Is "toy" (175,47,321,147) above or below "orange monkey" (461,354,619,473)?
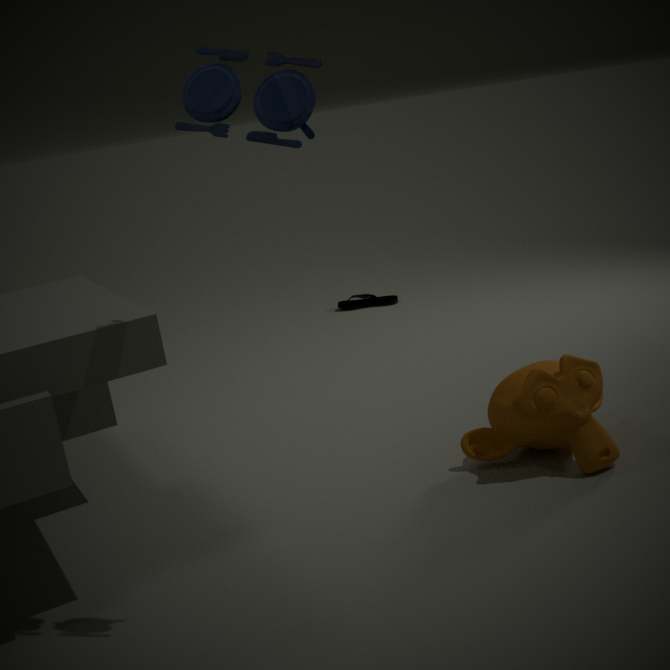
above
